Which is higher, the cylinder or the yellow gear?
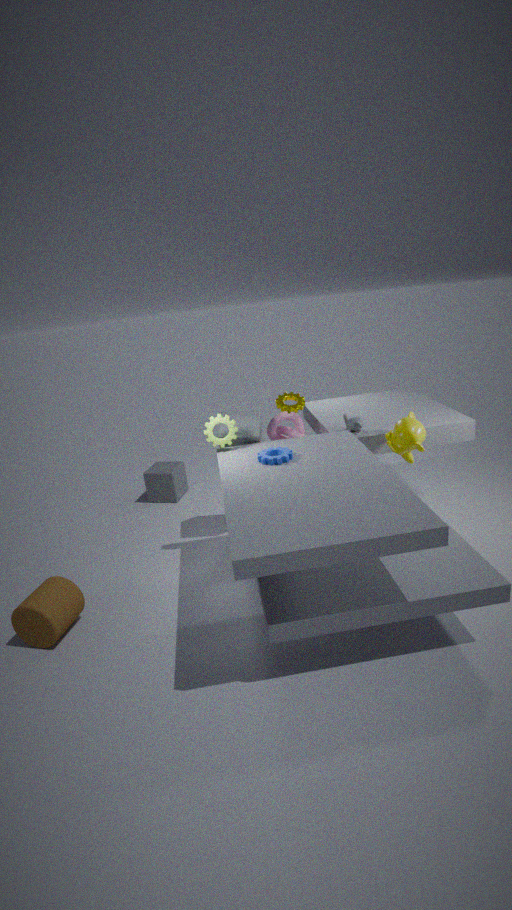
the yellow gear
